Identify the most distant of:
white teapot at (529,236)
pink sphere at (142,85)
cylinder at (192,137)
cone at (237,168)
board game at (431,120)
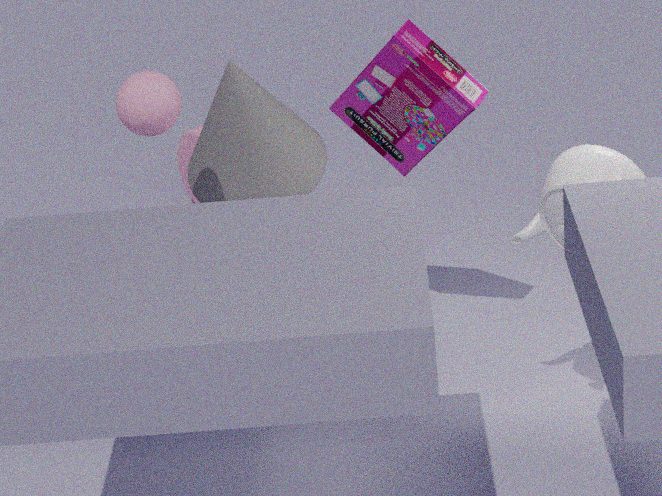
cylinder at (192,137)
